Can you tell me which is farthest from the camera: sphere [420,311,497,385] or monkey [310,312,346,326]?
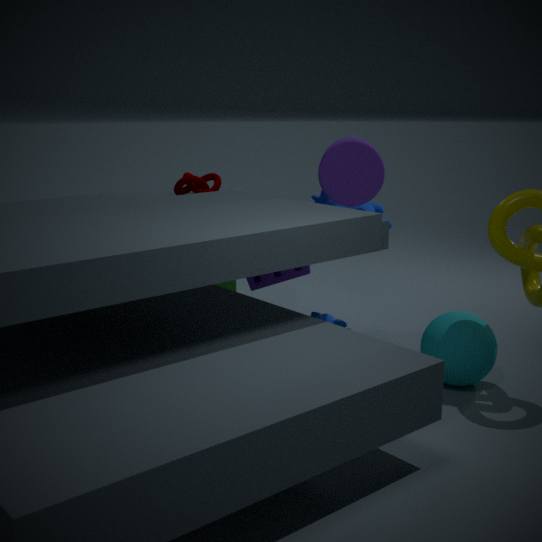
monkey [310,312,346,326]
